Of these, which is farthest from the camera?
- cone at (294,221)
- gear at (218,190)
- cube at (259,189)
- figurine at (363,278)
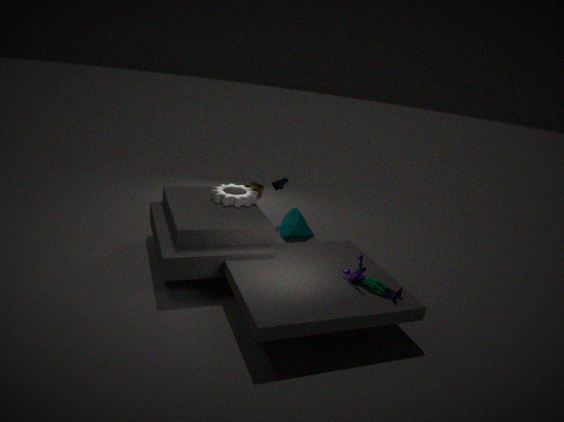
cone at (294,221)
